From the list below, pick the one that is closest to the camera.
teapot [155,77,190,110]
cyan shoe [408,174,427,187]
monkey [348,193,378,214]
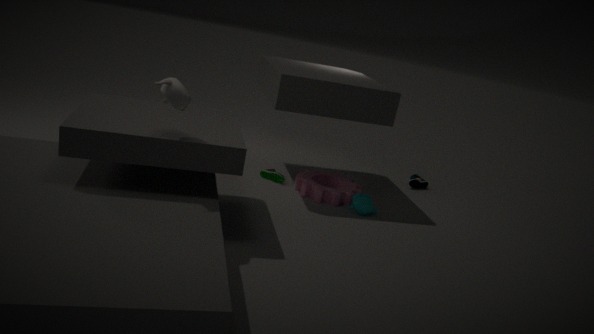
teapot [155,77,190,110]
